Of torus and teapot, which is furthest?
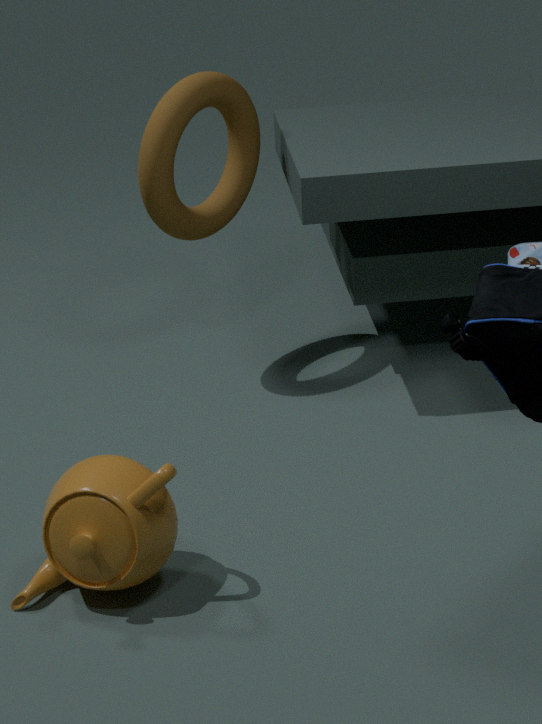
torus
